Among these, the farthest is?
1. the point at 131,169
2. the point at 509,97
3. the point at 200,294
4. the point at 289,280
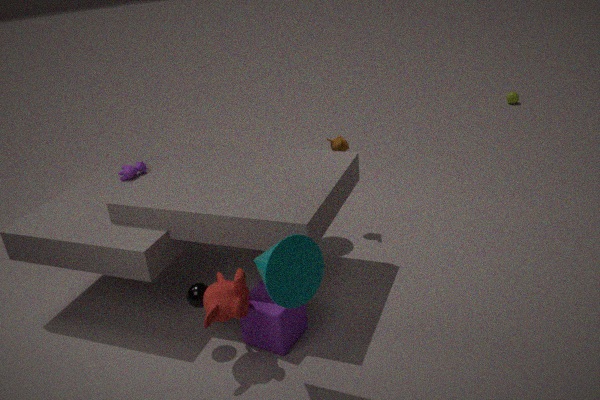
the point at 509,97
